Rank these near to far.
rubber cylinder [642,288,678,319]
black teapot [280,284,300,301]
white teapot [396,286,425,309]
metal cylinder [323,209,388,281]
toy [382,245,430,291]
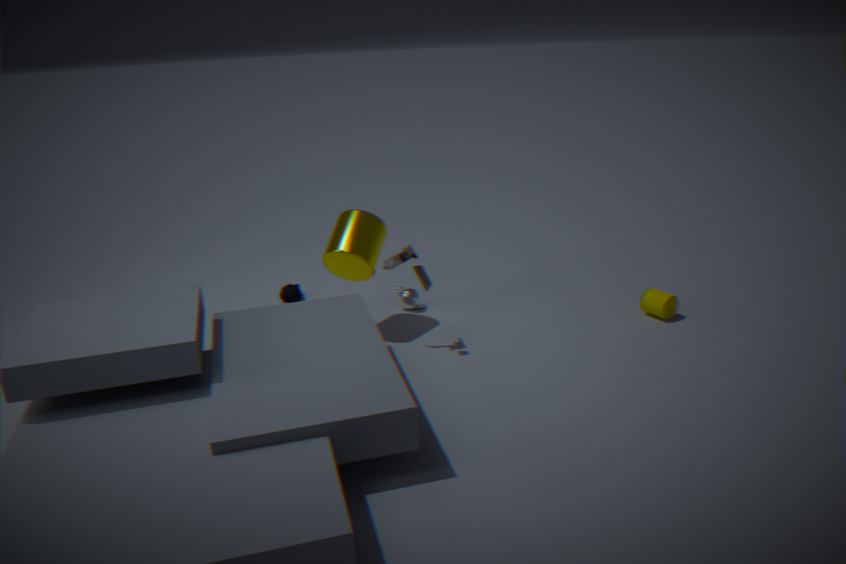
toy [382,245,430,291]
metal cylinder [323,209,388,281]
rubber cylinder [642,288,678,319]
white teapot [396,286,425,309]
black teapot [280,284,300,301]
